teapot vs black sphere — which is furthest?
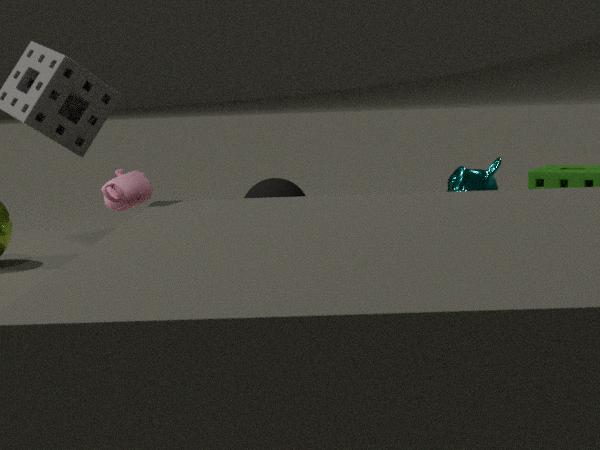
black sphere
